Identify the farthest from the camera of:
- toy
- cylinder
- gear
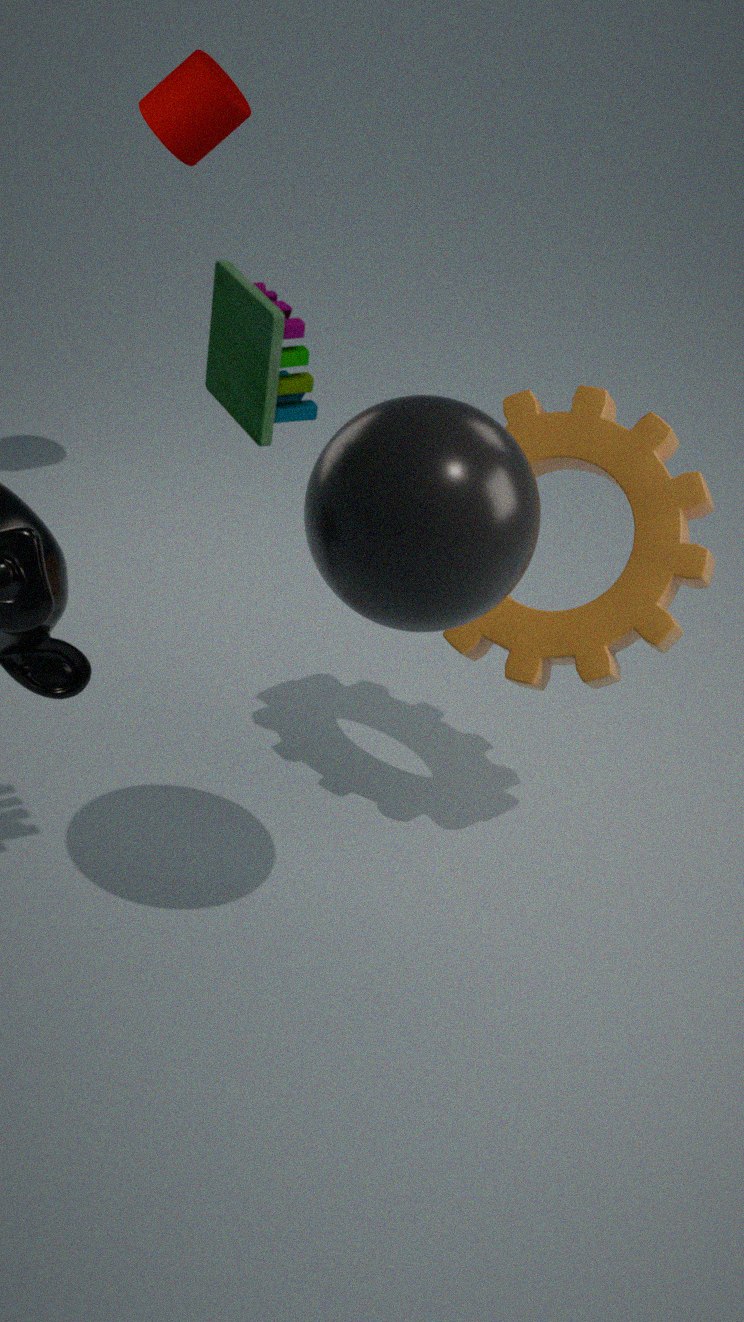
cylinder
